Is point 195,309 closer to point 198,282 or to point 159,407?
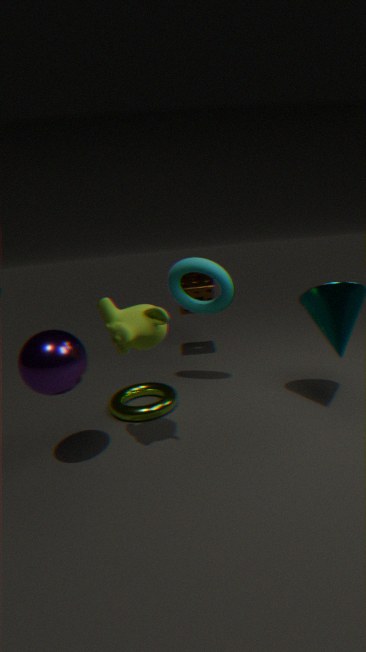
point 198,282
